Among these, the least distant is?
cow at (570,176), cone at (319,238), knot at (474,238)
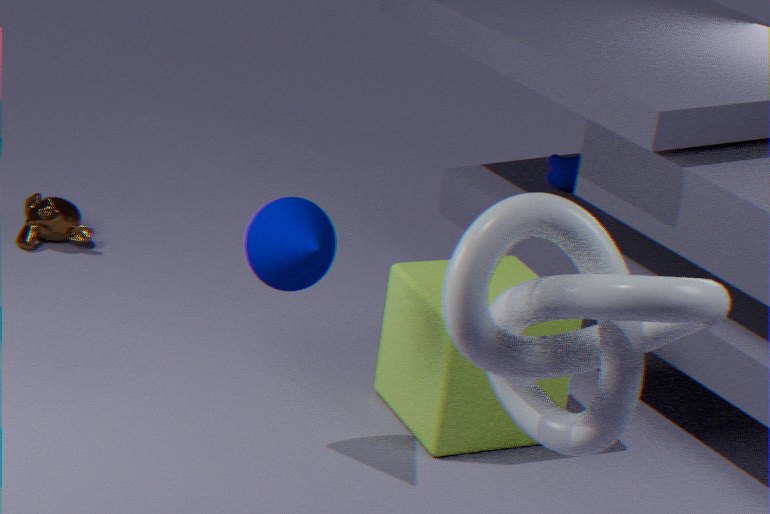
knot at (474,238)
